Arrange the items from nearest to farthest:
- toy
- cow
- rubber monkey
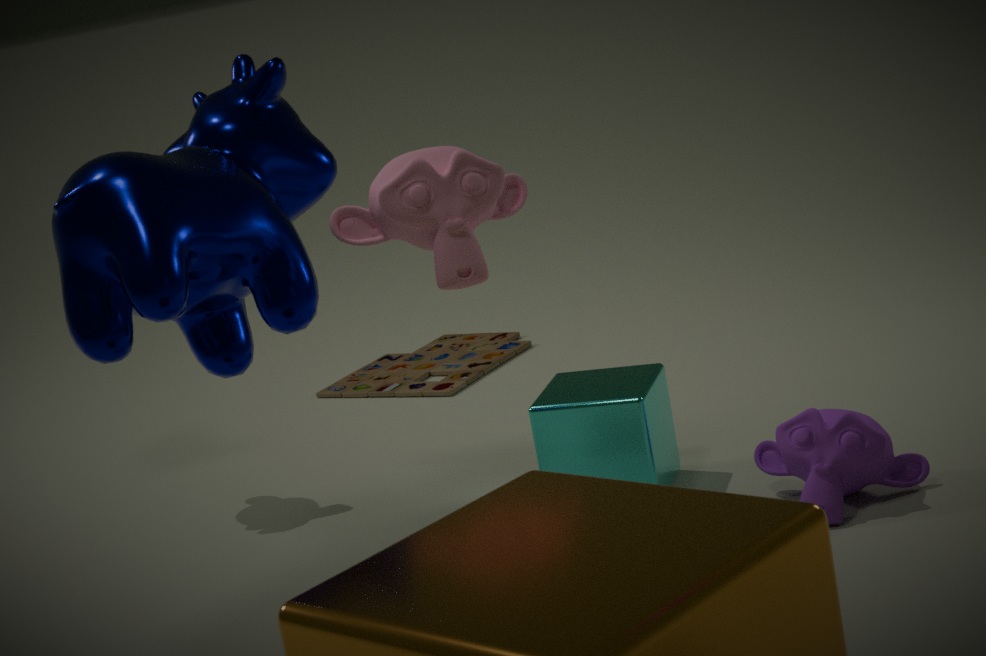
cow, rubber monkey, toy
